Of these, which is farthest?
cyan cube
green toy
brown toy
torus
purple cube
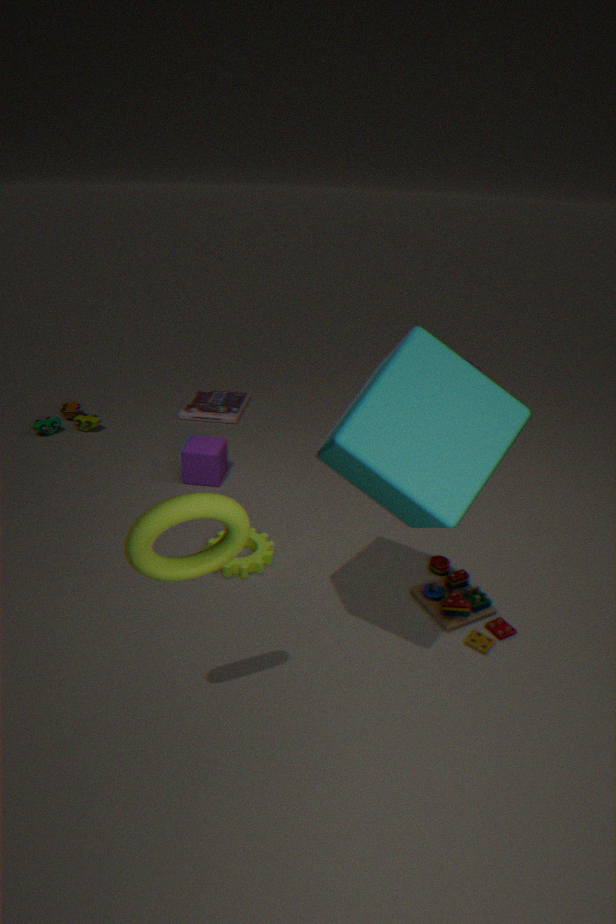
green toy
